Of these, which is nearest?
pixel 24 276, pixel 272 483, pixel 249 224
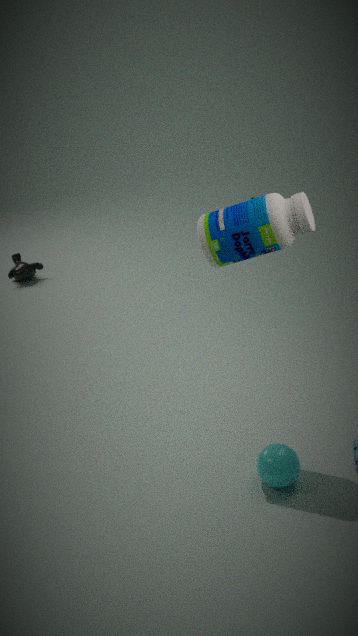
pixel 249 224
